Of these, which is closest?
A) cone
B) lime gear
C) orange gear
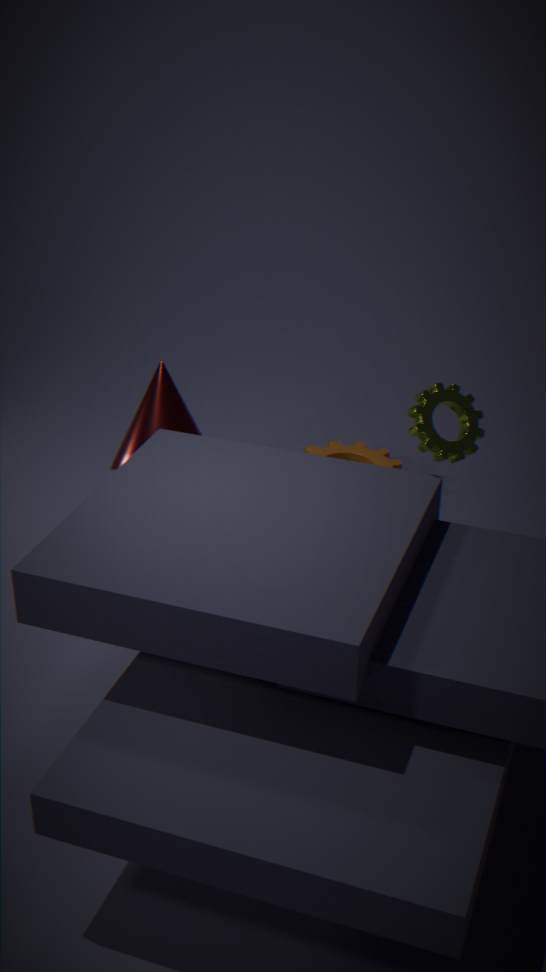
lime gear
